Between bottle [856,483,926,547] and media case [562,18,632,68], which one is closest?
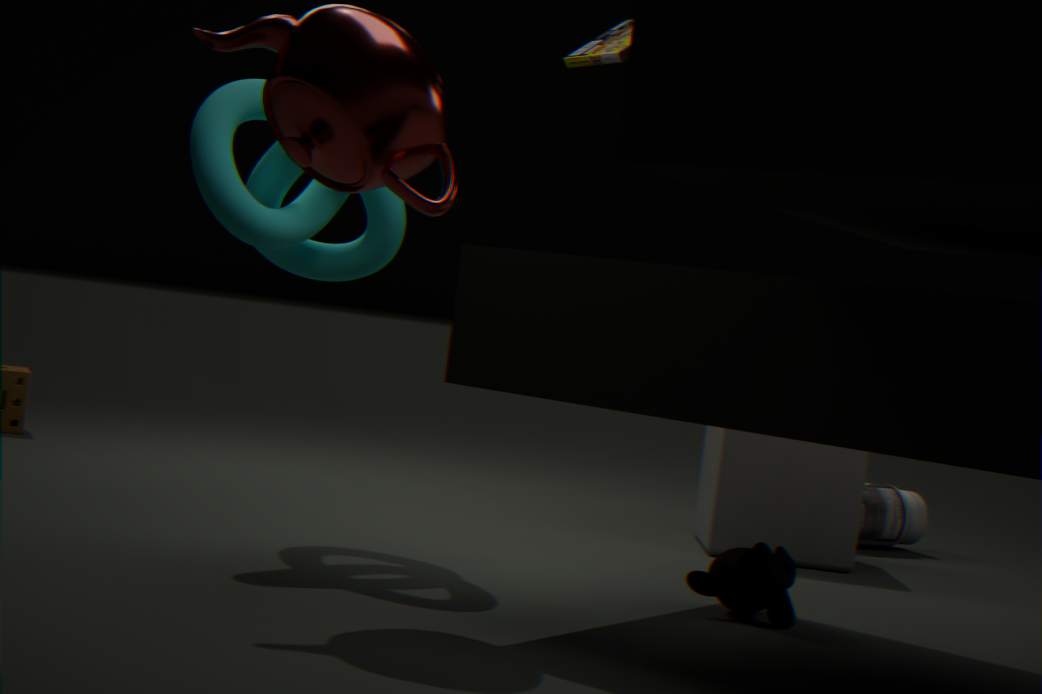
media case [562,18,632,68]
